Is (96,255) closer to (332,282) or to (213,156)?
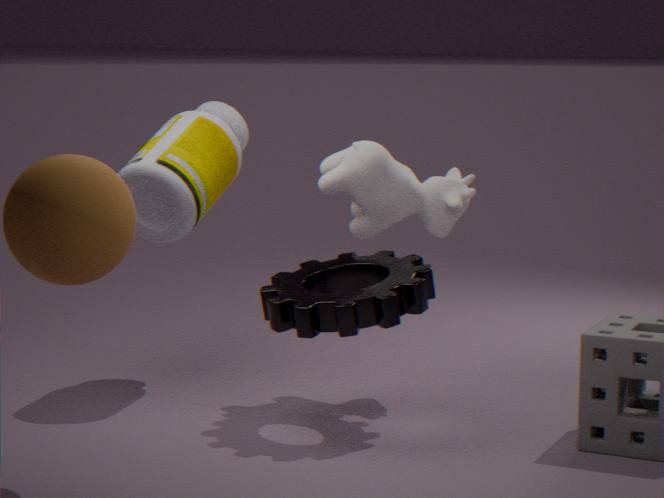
(332,282)
